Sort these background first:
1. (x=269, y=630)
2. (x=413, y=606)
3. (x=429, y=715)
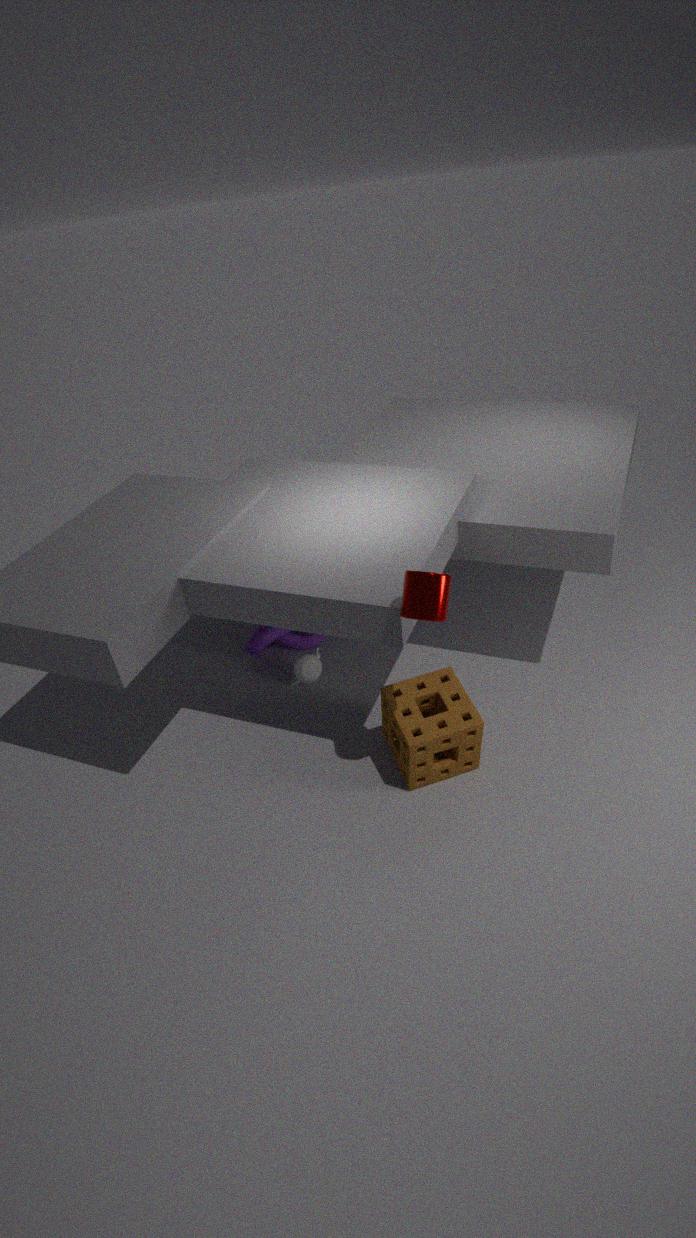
(x=269, y=630) < (x=429, y=715) < (x=413, y=606)
